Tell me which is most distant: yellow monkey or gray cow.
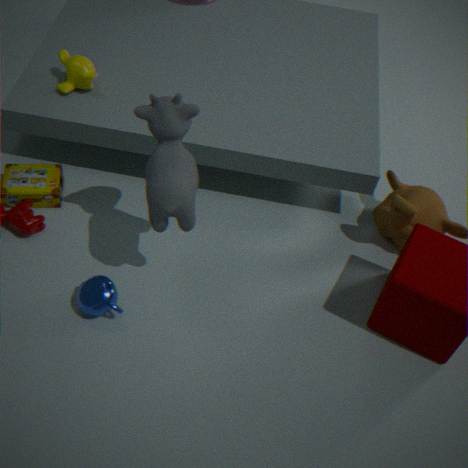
yellow monkey
